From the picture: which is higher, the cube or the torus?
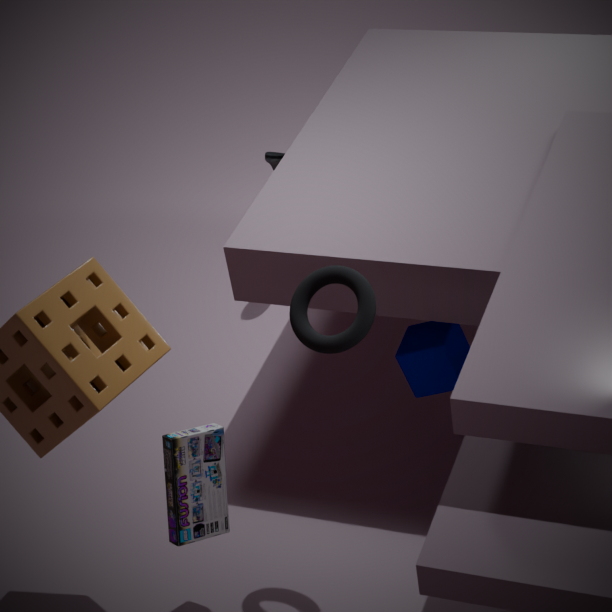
the torus
